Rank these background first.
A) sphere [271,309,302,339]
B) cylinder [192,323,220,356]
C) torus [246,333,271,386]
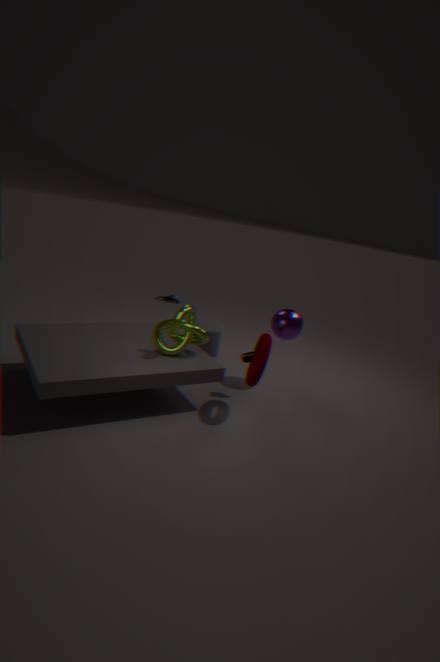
cylinder [192,323,220,356]
sphere [271,309,302,339]
torus [246,333,271,386]
